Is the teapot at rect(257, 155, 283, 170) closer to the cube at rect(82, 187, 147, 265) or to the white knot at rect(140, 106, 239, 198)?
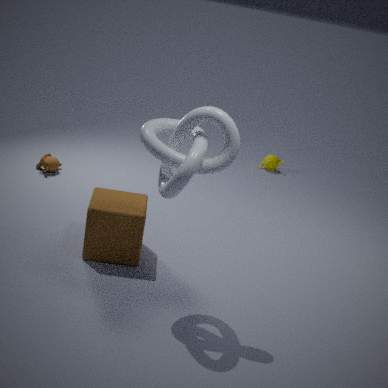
the cube at rect(82, 187, 147, 265)
